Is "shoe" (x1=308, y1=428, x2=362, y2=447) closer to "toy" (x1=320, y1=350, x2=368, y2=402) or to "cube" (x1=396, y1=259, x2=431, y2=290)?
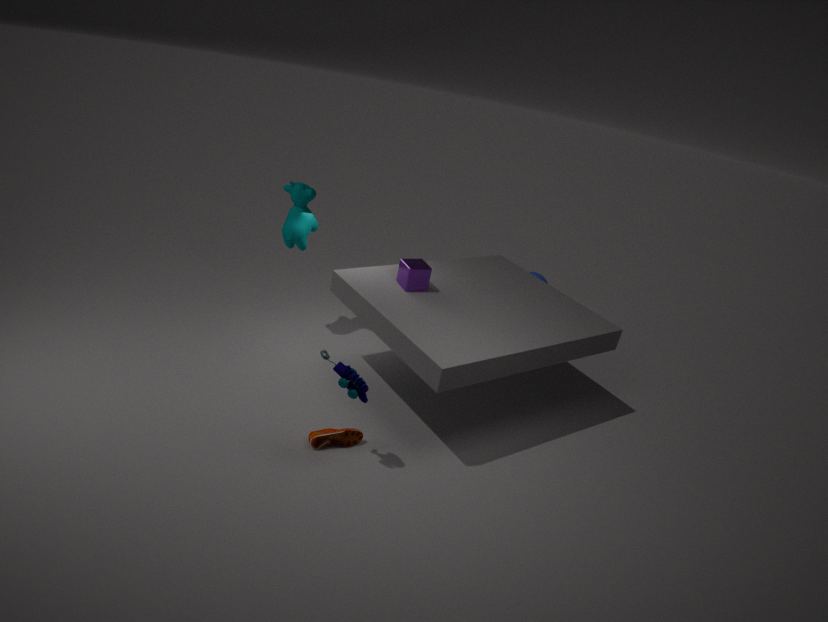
"toy" (x1=320, y1=350, x2=368, y2=402)
